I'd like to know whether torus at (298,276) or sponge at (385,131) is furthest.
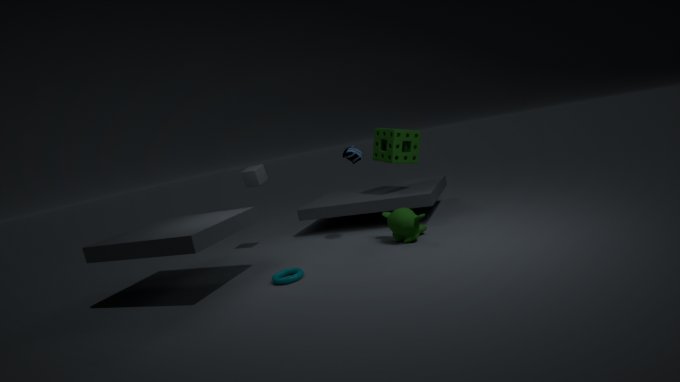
sponge at (385,131)
